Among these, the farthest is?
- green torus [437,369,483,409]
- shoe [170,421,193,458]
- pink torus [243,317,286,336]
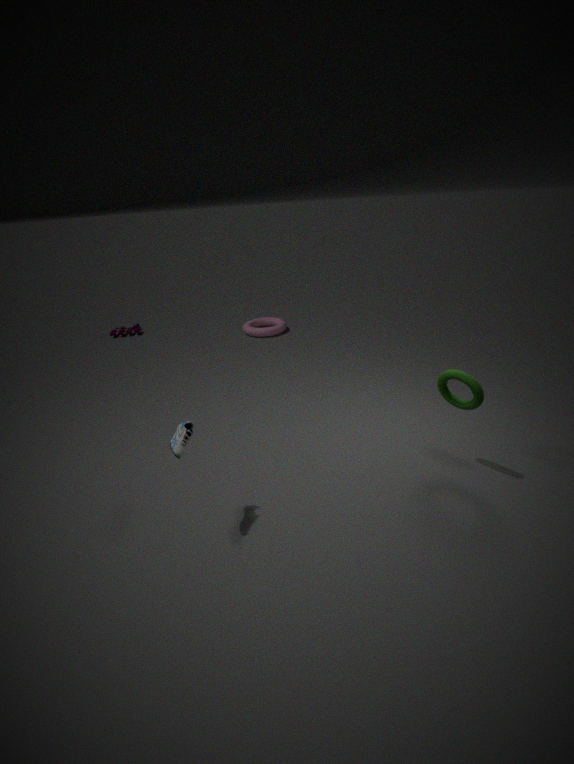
pink torus [243,317,286,336]
